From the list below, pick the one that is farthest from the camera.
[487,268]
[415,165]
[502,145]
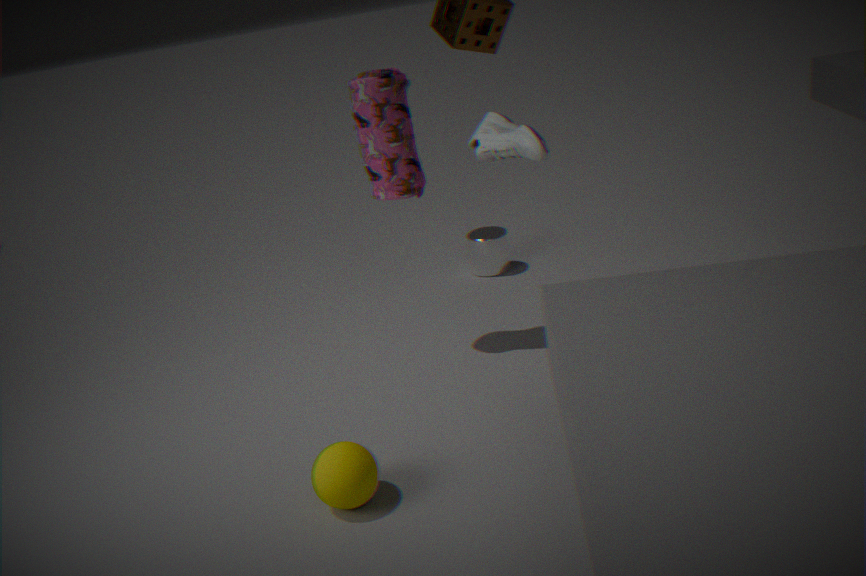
[487,268]
